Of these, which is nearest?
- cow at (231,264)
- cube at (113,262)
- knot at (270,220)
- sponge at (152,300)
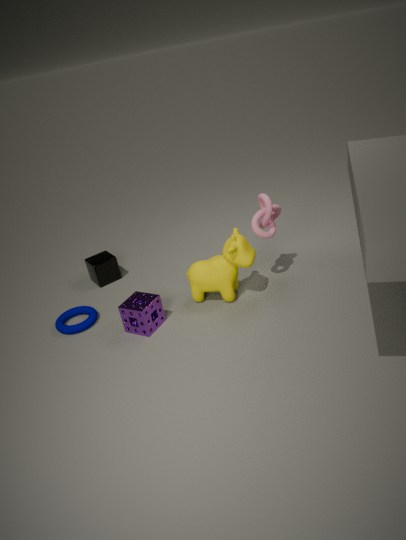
sponge at (152,300)
